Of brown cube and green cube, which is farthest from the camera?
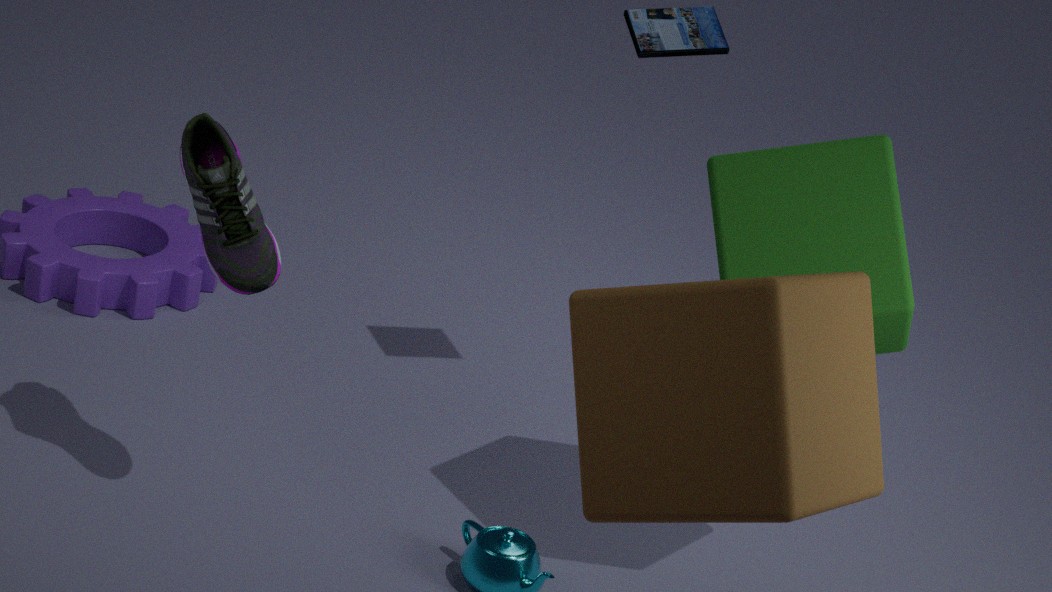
green cube
